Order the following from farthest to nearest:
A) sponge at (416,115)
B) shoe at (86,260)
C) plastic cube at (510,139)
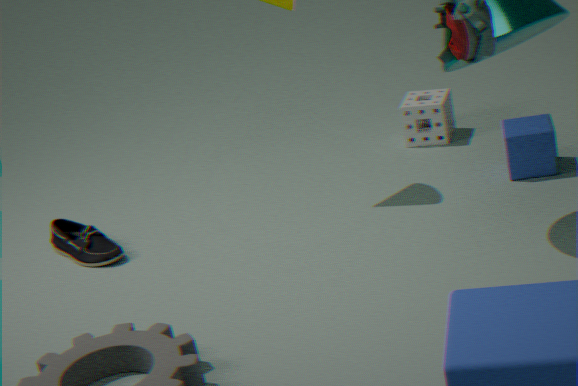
sponge at (416,115) < shoe at (86,260) < plastic cube at (510,139)
